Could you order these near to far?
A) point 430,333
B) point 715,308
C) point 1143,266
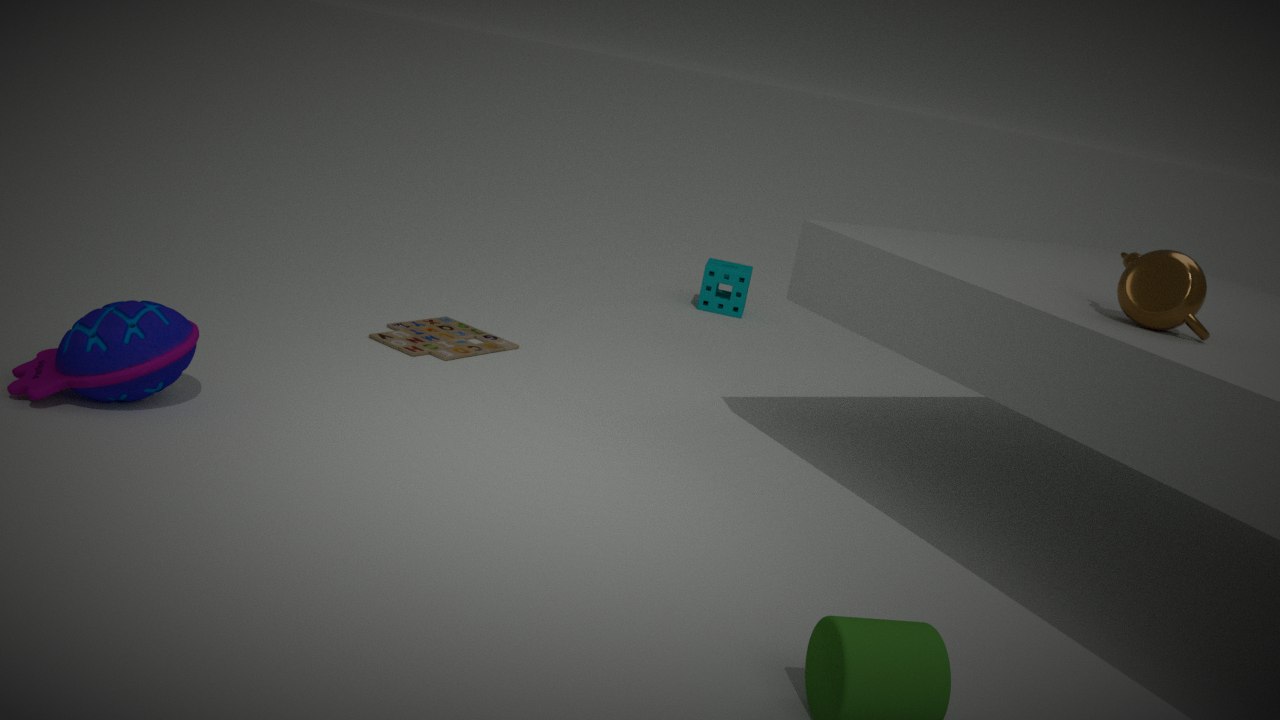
1. point 1143,266
2. point 430,333
3. point 715,308
